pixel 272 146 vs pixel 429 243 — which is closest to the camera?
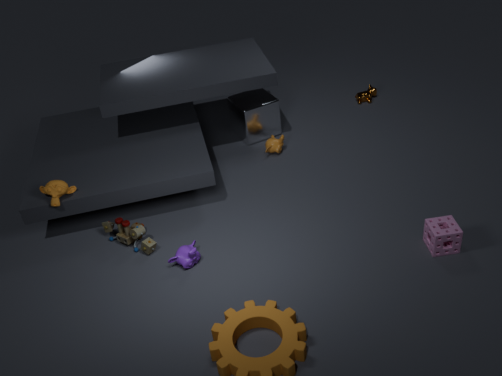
pixel 429 243
